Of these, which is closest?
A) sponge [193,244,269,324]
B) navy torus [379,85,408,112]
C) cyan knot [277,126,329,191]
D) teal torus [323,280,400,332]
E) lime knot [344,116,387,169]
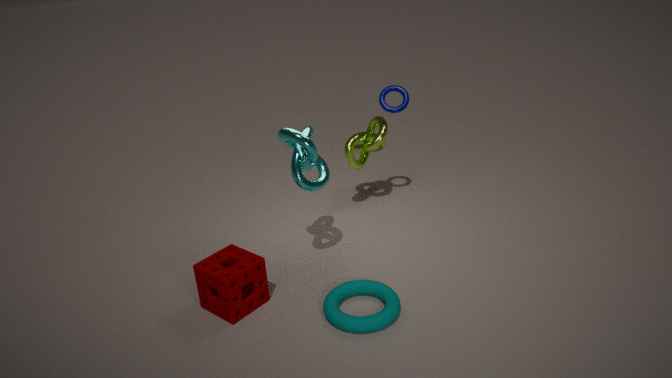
teal torus [323,280,400,332]
